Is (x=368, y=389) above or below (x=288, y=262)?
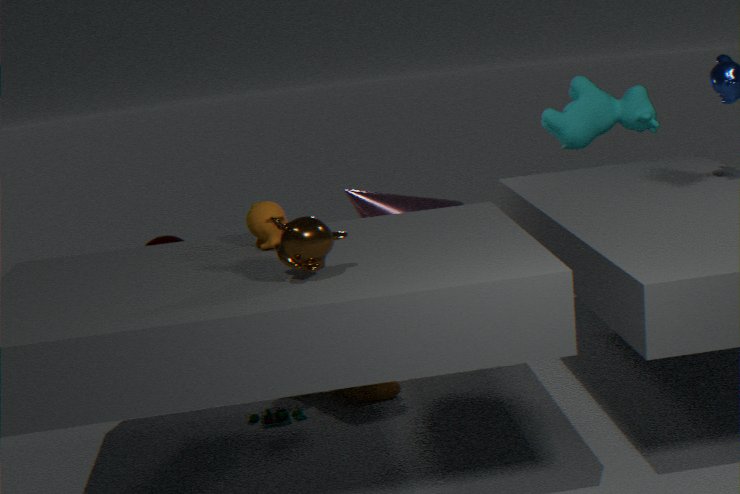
below
